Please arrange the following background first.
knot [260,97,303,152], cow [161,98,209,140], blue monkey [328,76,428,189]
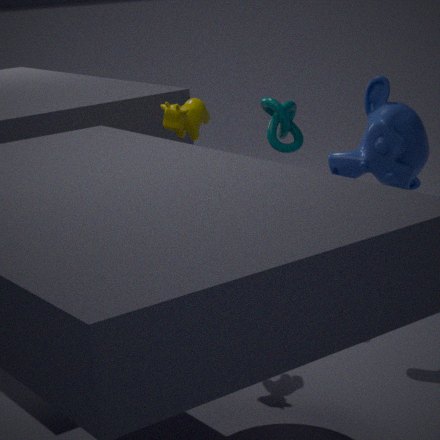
knot [260,97,303,152]
cow [161,98,209,140]
blue monkey [328,76,428,189]
